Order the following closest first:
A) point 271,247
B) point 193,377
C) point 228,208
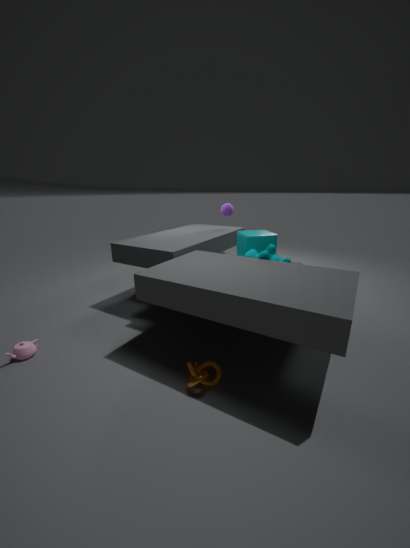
point 193,377 < point 271,247 < point 228,208
